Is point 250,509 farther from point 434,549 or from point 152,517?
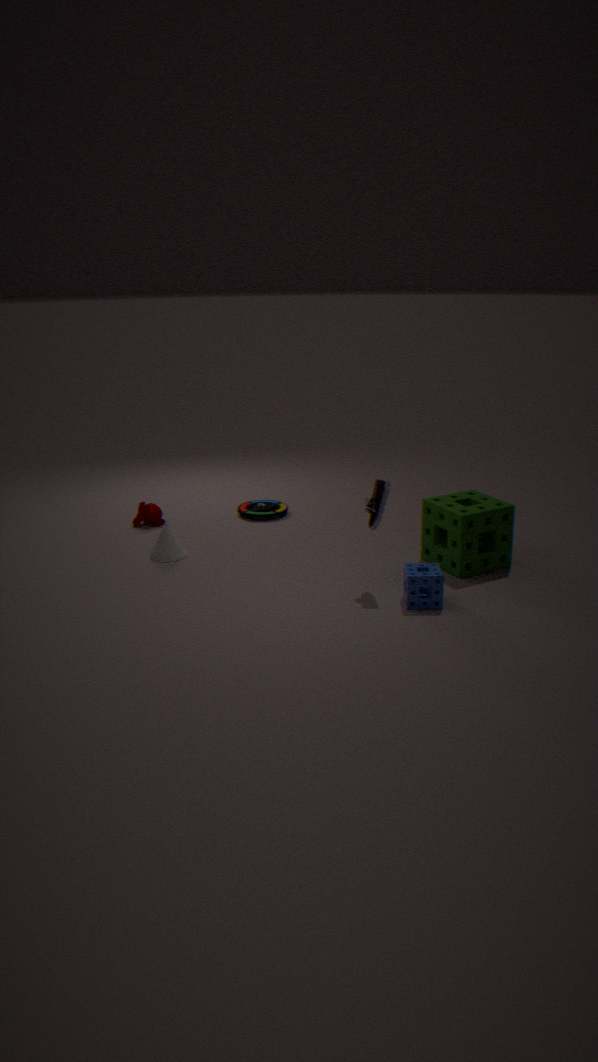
point 434,549
